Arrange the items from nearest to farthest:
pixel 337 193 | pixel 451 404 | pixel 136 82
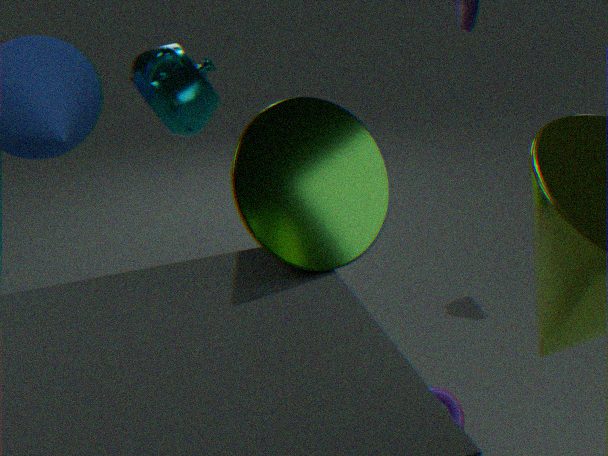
pixel 337 193 → pixel 451 404 → pixel 136 82
